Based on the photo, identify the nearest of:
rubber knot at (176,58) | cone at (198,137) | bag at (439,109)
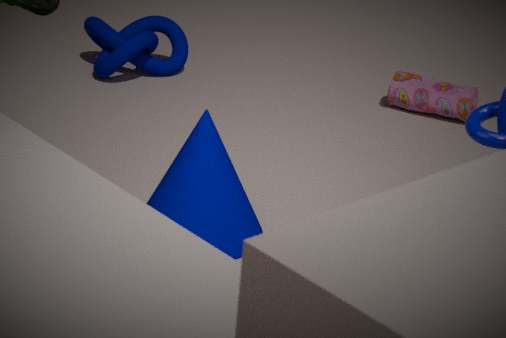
cone at (198,137)
